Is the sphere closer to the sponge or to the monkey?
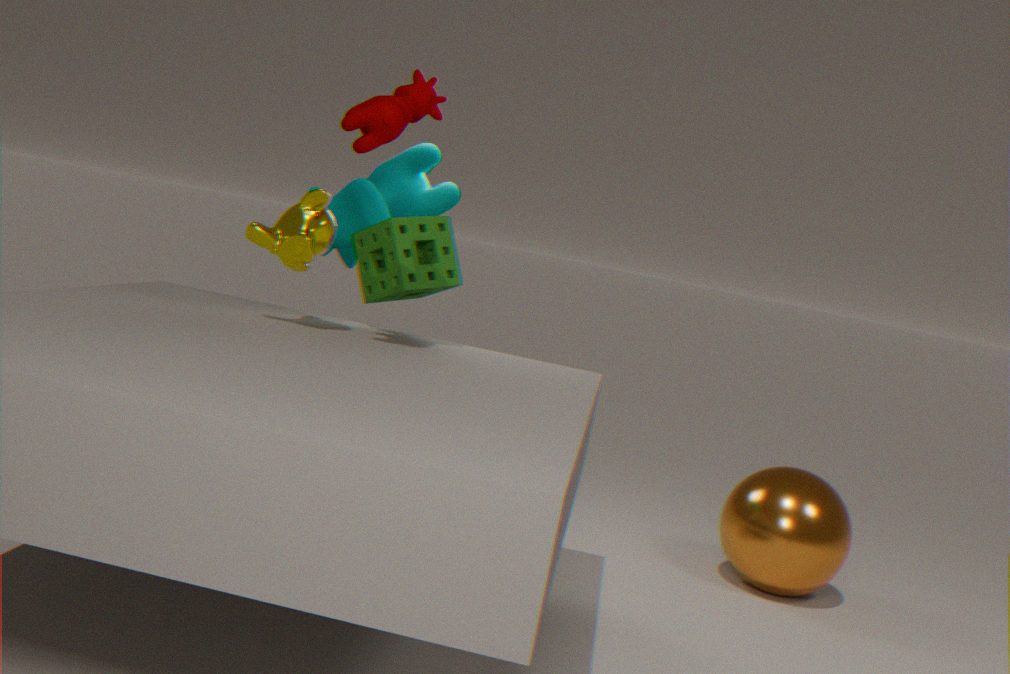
the sponge
